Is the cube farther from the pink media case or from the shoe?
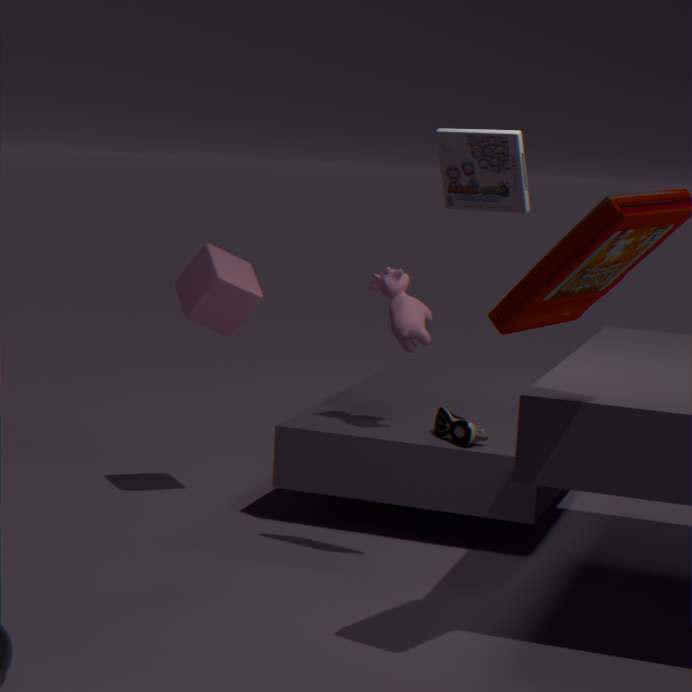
the pink media case
